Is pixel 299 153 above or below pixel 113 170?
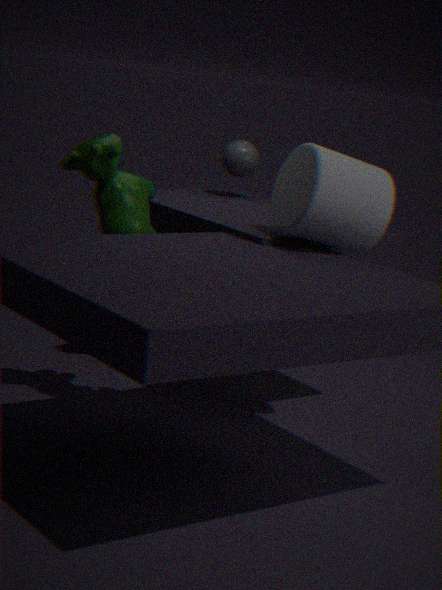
above
